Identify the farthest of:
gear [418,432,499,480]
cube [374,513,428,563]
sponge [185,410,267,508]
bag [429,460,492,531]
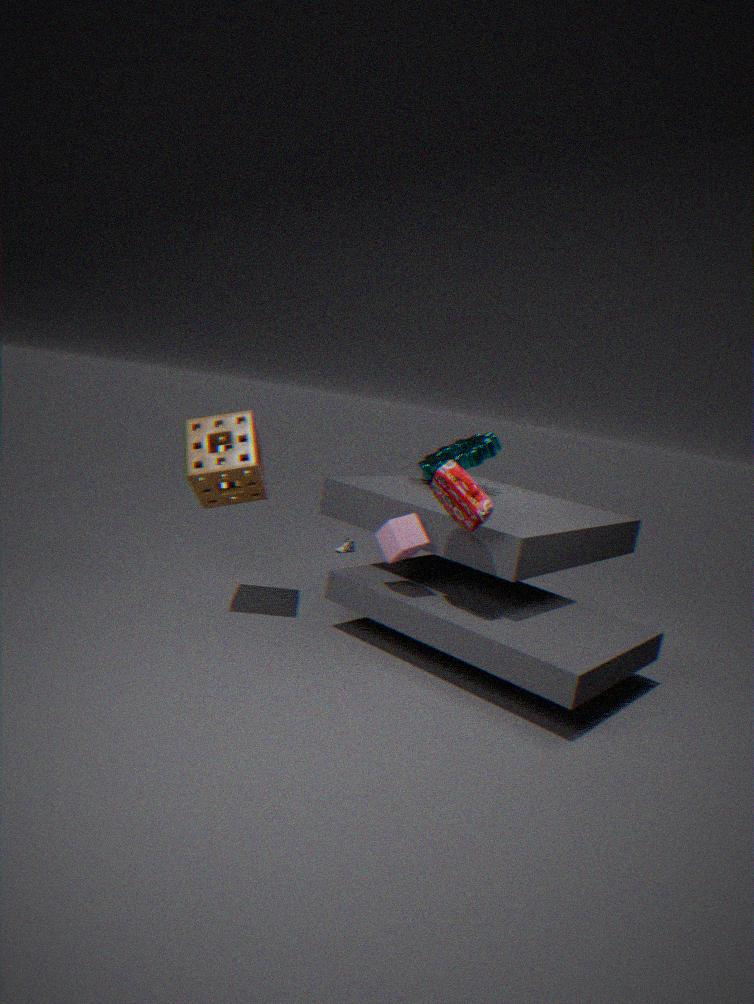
gear [418,432,499,480]
